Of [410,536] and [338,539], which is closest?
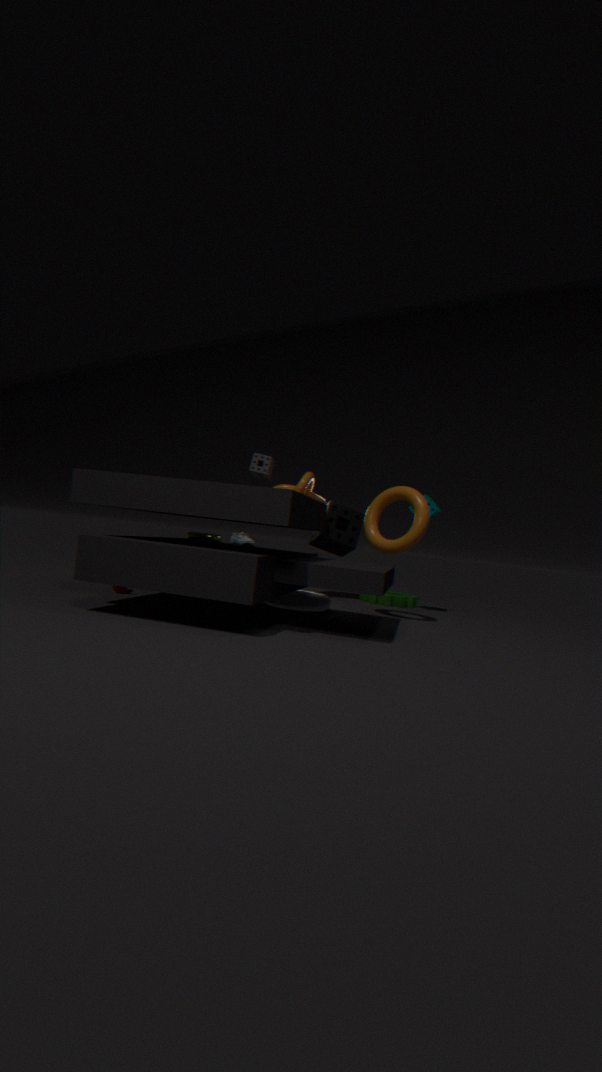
[410,536]
